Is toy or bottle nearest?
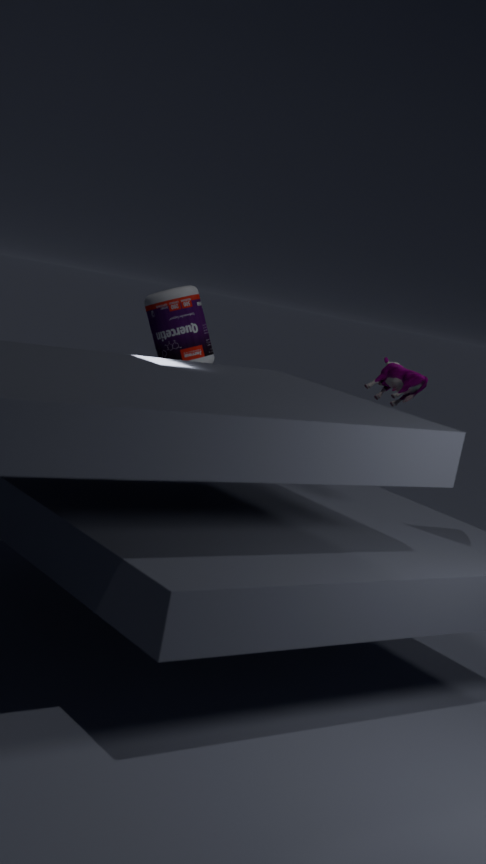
toy
